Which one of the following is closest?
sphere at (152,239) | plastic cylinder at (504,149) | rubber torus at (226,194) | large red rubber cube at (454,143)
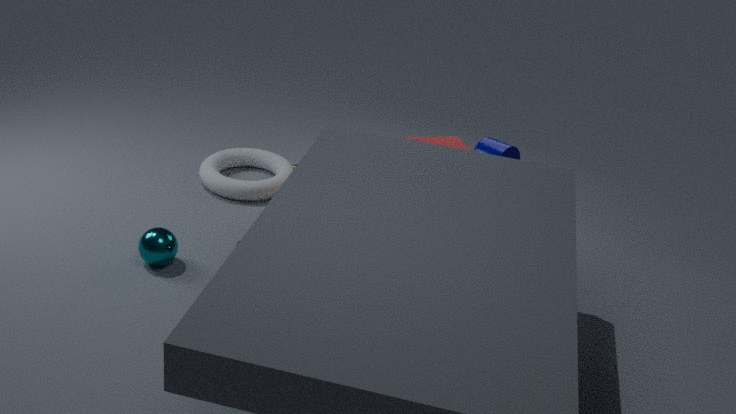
sphere at (152,239)
